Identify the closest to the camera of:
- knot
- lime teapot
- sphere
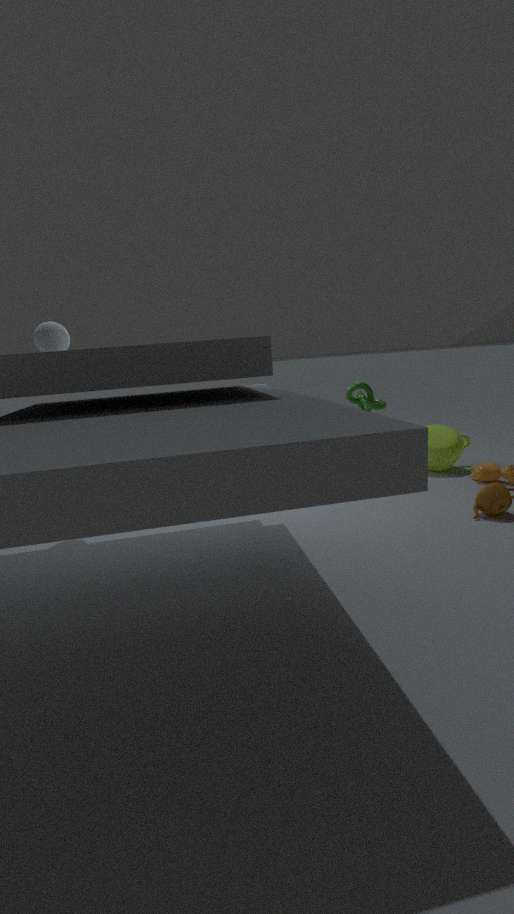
sphere
